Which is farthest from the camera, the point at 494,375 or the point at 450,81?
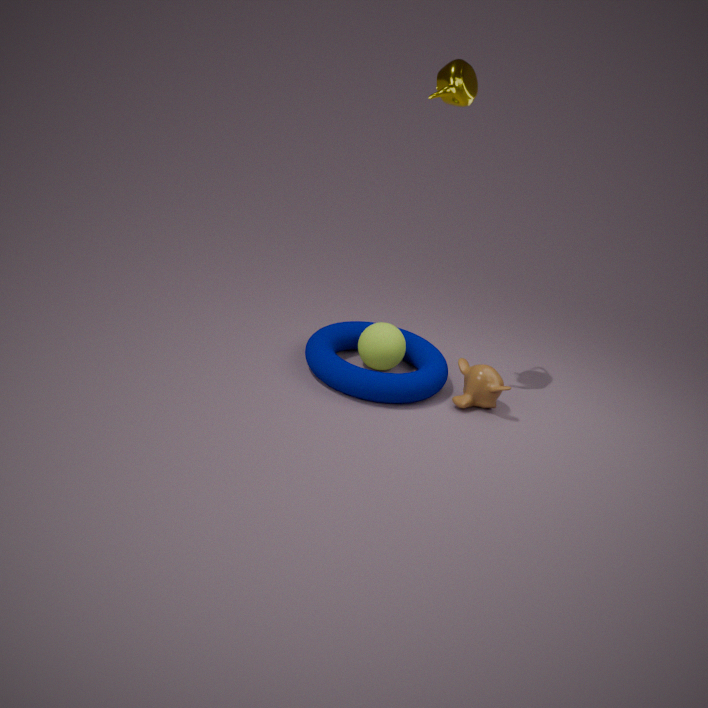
the point at 494,375
